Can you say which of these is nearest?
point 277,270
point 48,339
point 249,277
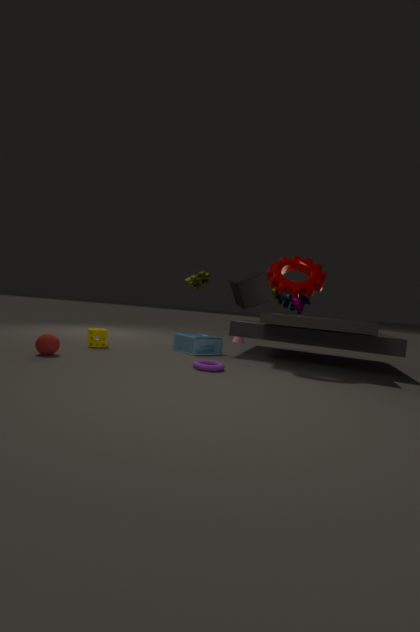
point 48,339
